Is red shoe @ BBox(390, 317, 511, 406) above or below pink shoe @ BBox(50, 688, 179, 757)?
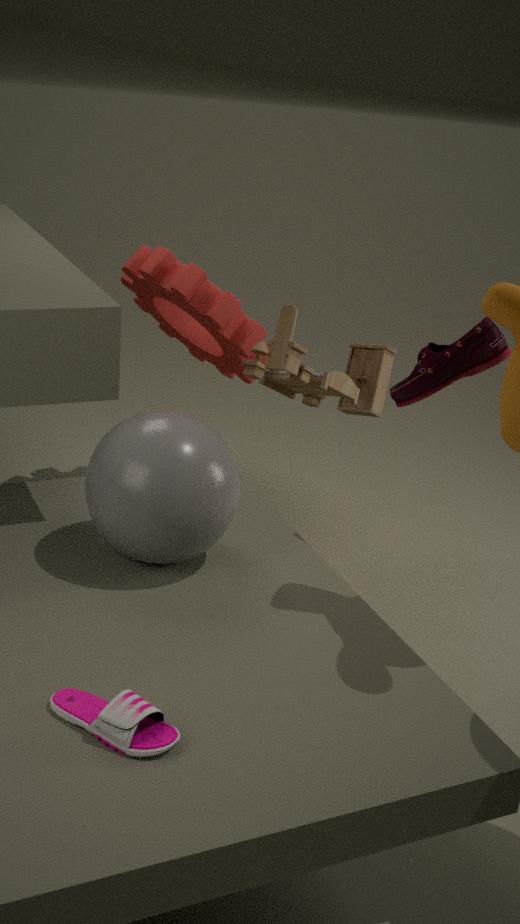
above
